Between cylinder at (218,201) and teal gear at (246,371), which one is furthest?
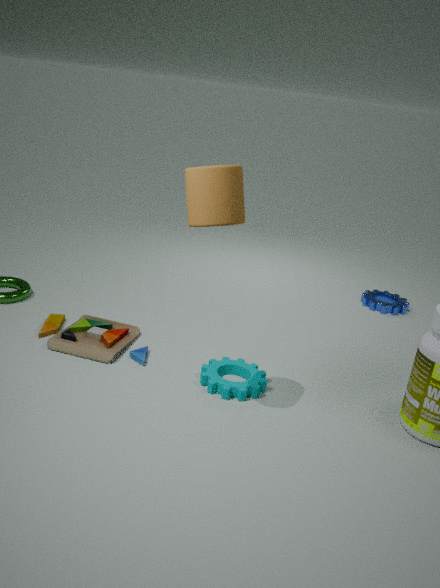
teal gear at (246,371)
